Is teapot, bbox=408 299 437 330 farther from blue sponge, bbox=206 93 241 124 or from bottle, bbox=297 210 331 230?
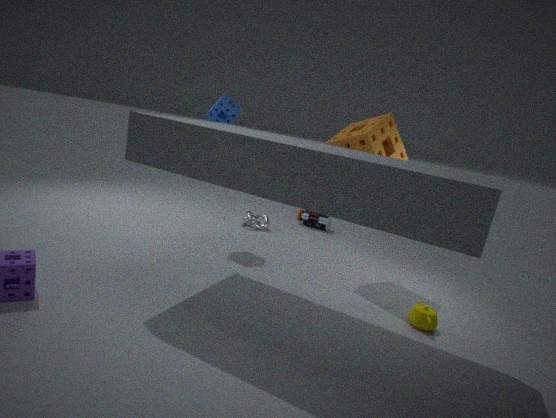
blue sponge, bbox=206 93 241 124
